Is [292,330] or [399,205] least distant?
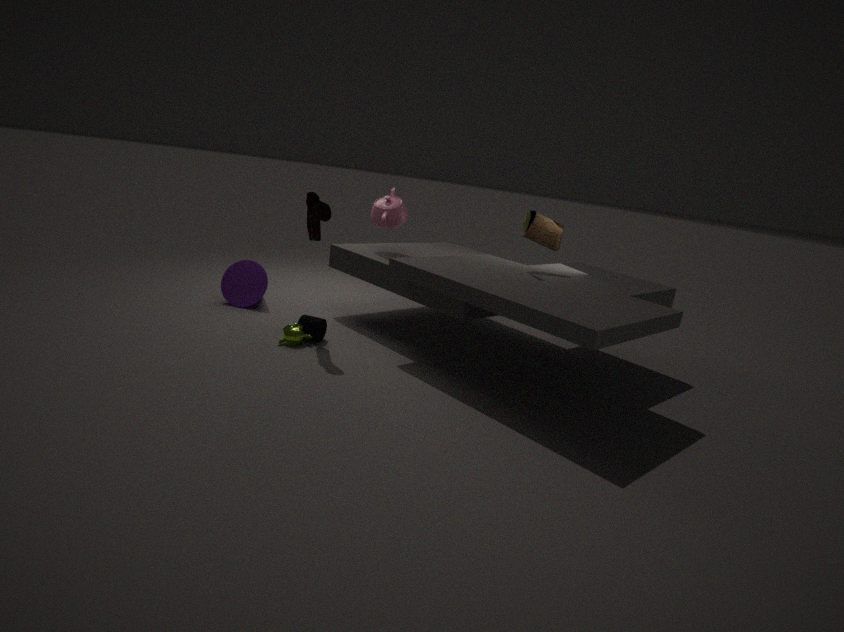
[292,330]
